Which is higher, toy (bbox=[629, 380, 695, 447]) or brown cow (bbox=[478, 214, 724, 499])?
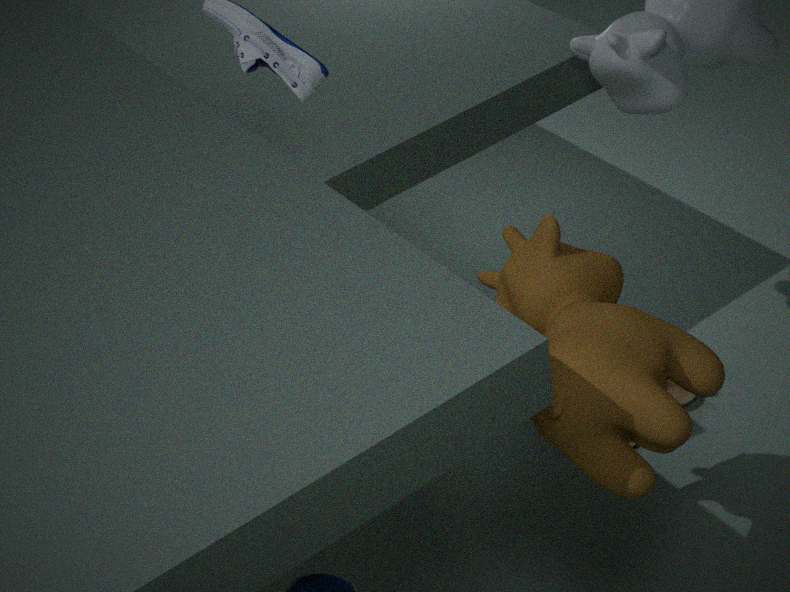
brown cow (bbox=[478, 214, 724, 499])
